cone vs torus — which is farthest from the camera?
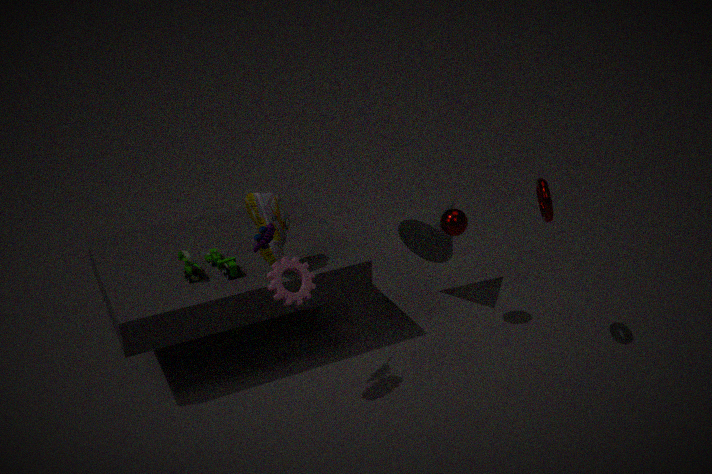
cone
